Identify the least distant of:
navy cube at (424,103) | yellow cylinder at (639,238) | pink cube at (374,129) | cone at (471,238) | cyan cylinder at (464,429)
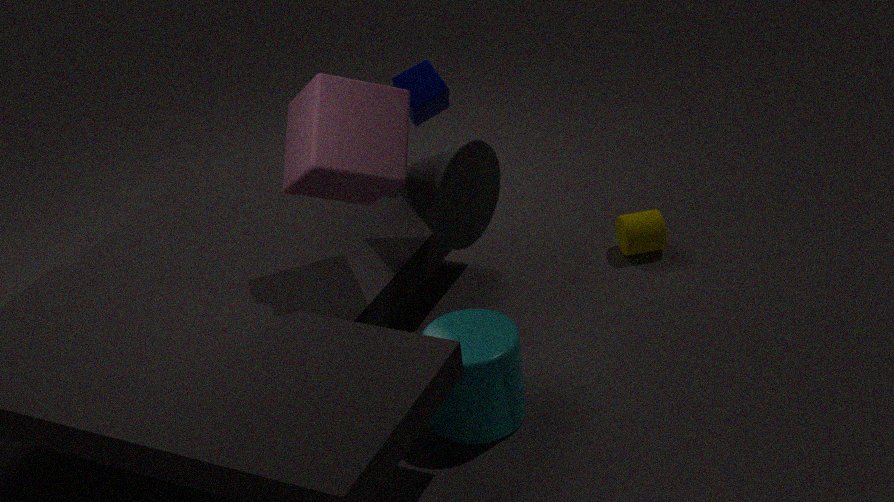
cyan cylinder at (464,429)
